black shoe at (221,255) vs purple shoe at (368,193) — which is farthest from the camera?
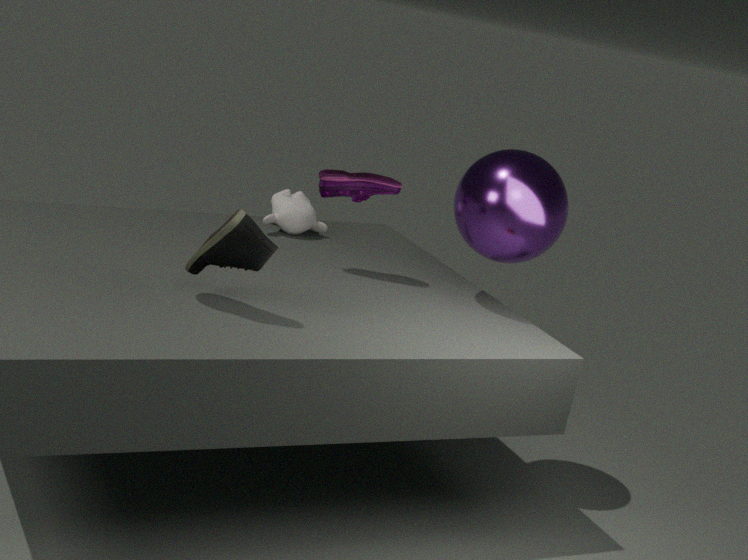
purple shoe at (368,193)
